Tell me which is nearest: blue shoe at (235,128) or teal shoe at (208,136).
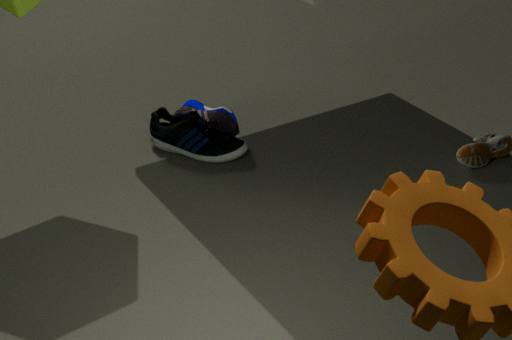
teal shoe at (208,136)
